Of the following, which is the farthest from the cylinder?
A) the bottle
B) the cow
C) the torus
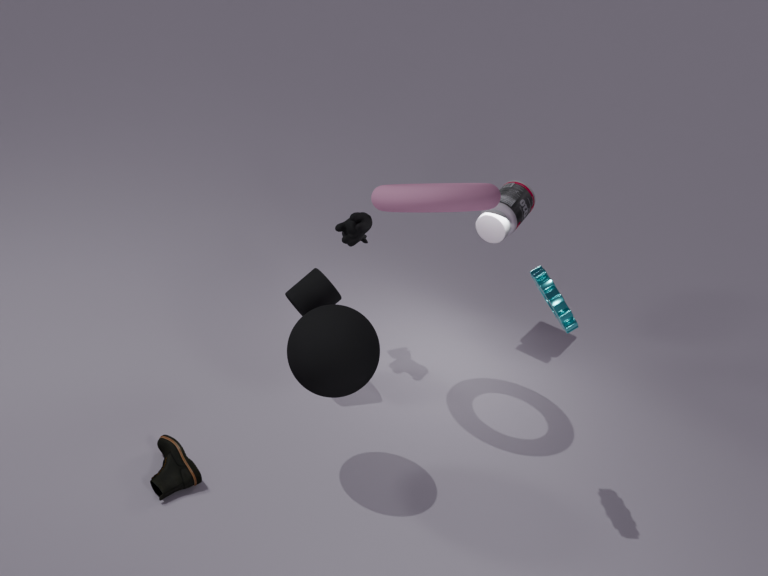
the bottle
